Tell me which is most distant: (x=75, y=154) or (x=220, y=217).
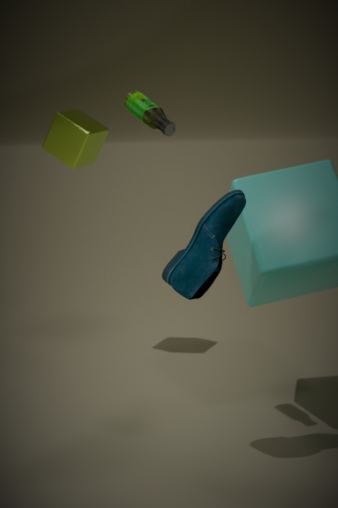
(x=75, y=154)
